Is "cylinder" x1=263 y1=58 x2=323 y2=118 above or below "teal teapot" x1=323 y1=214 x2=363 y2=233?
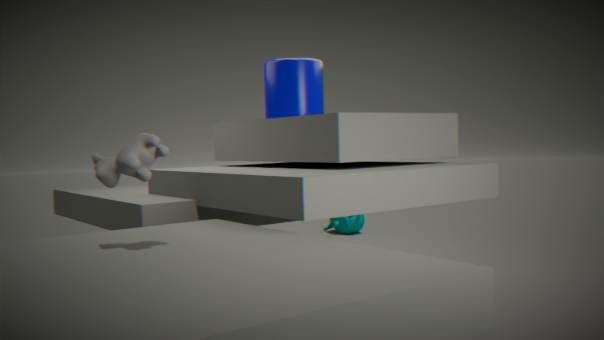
above
